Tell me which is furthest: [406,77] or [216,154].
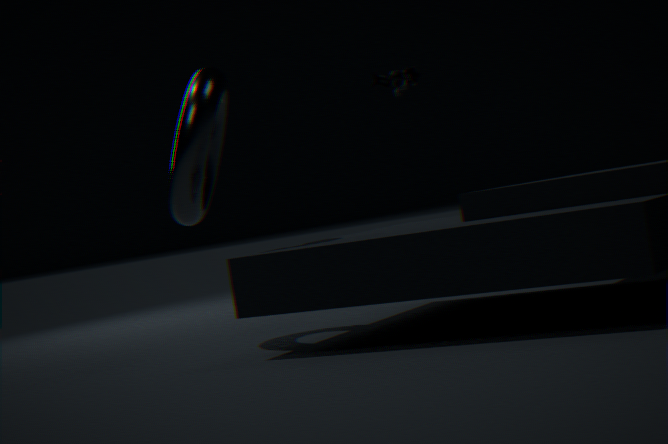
[406,77]
